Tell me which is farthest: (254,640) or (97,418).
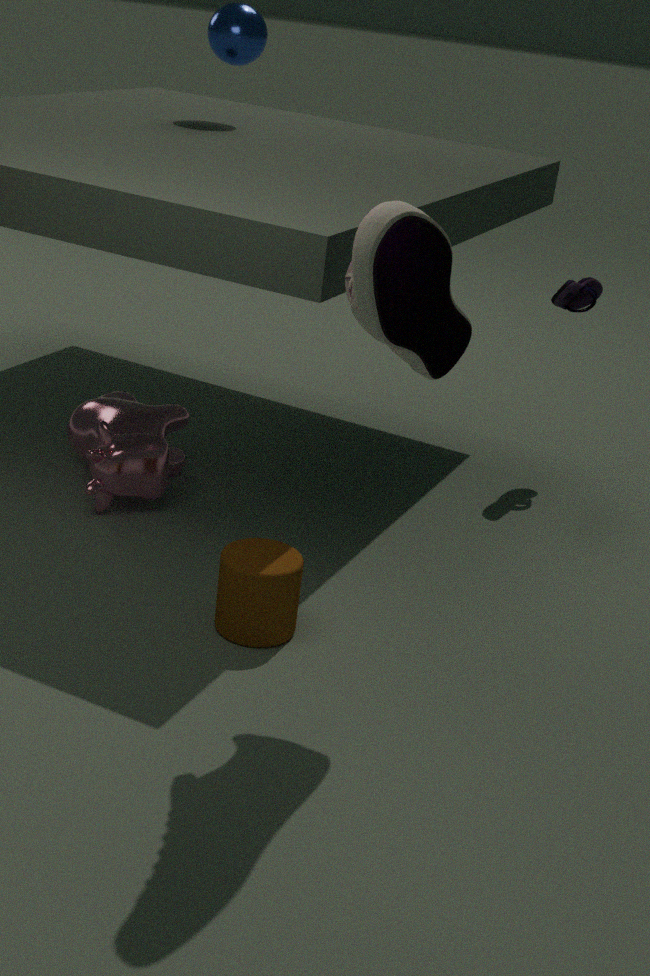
(97,418)
